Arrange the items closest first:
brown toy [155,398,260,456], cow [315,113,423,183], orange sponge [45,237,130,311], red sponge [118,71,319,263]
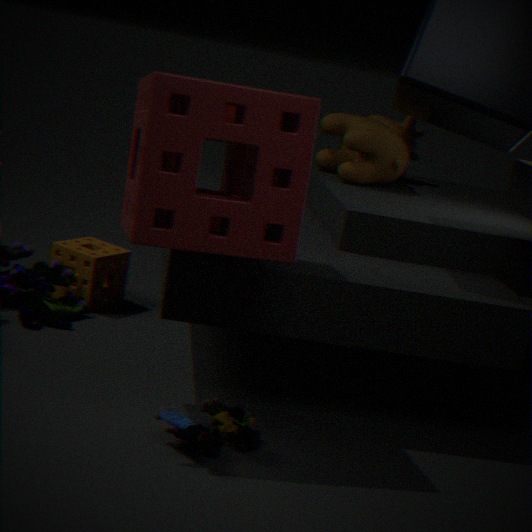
1. red sponge [118,71,319,263]
2. brown toy [155,398,260,456]
3. orange sponge [45,237,130,311]
4. cow [315,113,423,183]
